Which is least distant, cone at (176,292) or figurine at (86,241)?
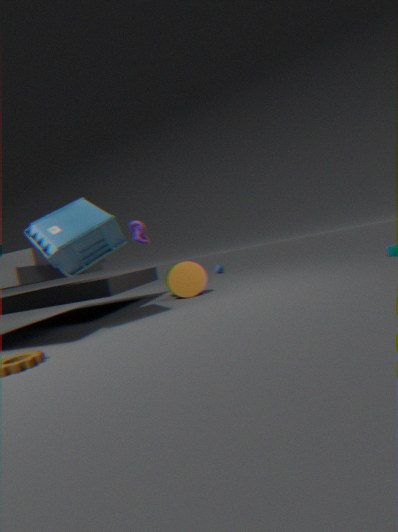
figurine at (86,241)
